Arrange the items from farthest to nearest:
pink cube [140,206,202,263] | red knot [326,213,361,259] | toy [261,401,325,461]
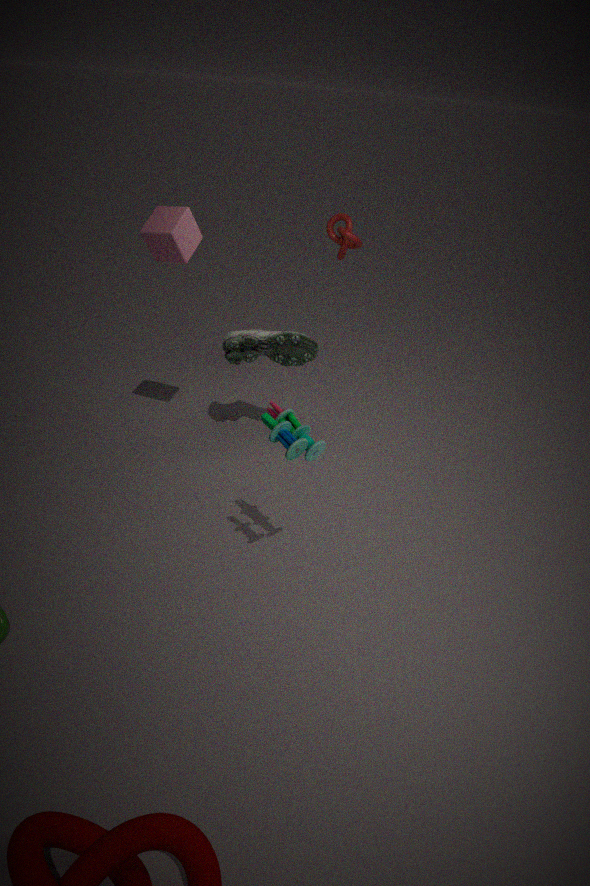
red knot [326,213,361,259] < pink cube [140,206,202,263] < toy [261,401,325,461]
